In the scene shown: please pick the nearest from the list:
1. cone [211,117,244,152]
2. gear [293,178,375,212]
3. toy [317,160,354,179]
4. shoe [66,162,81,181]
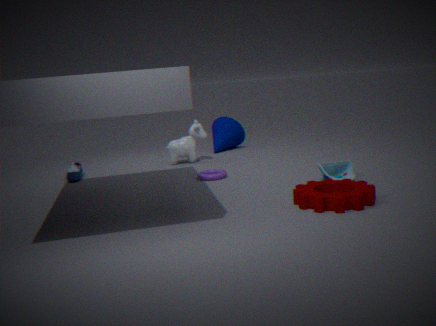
gear [293,178,375,212]
